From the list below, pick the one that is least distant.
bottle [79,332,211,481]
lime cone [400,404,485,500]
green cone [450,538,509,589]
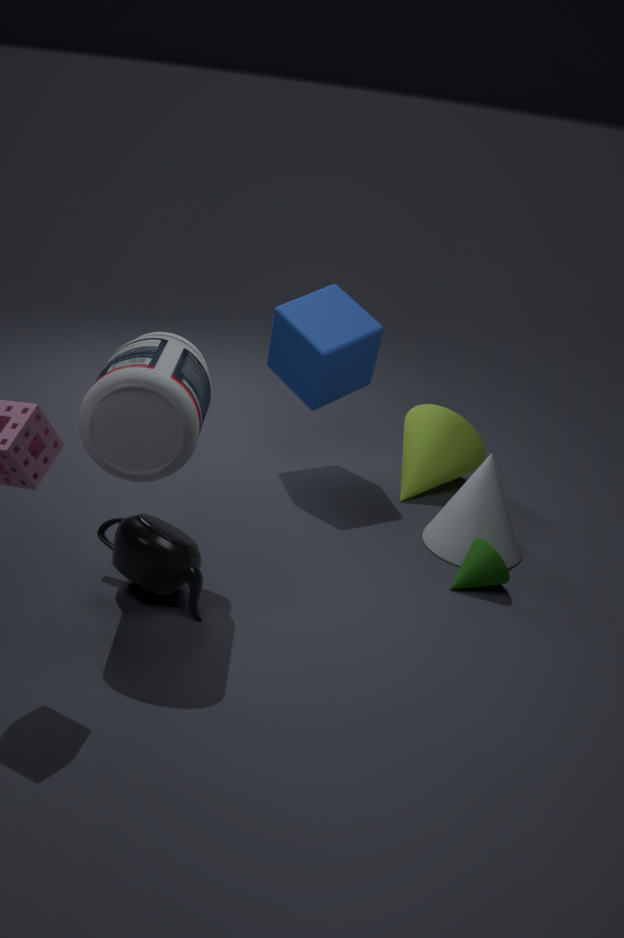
bottle [79,332,211,481]
